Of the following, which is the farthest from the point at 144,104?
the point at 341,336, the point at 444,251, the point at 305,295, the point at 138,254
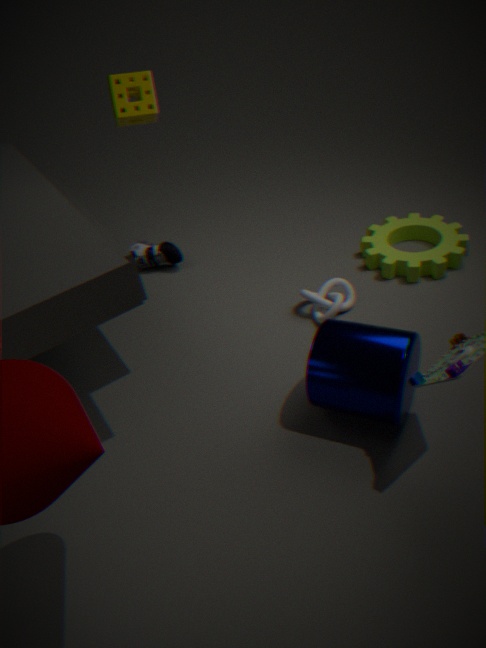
the point at 444,251
